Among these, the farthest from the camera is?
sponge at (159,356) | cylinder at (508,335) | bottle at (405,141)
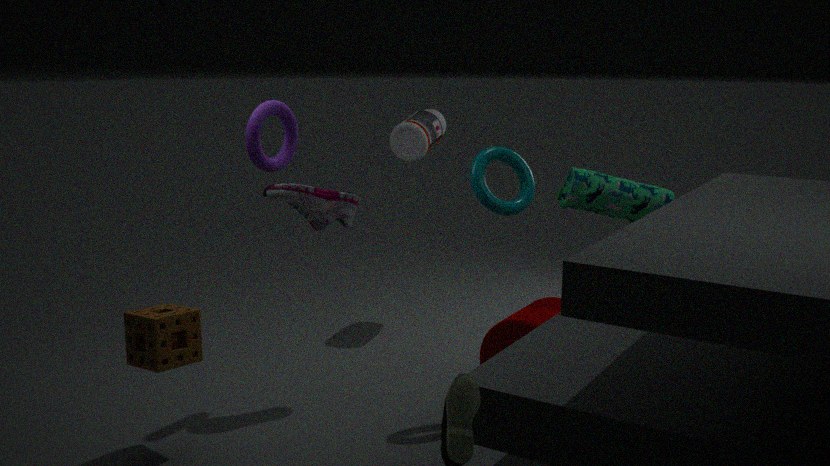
bottle at (405,141)
